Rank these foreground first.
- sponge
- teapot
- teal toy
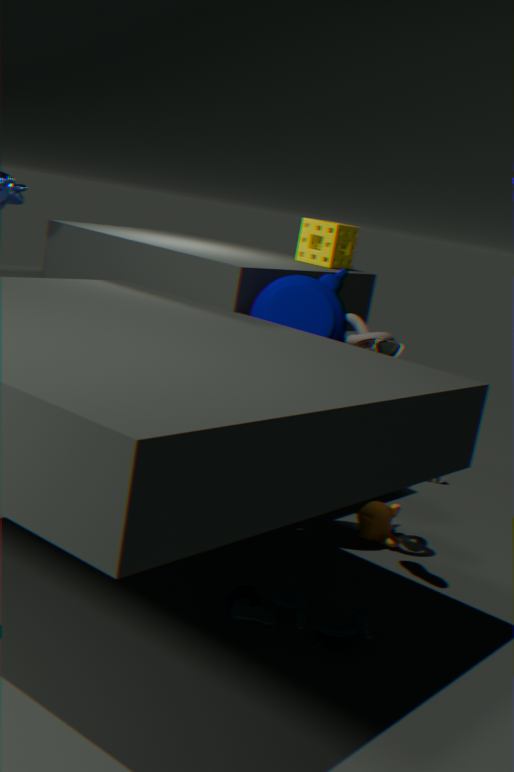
teal toy, teapot, sponge
